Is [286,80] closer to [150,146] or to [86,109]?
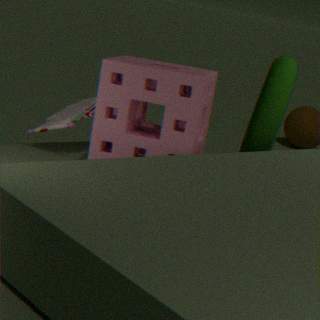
[150,146]
